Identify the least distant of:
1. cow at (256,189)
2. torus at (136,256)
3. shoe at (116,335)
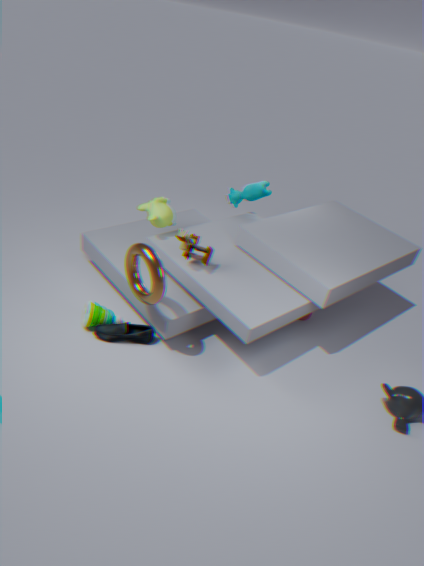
torus at (136,256)
